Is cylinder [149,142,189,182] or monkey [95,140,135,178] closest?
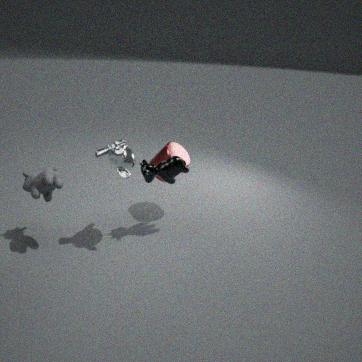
monkey [95,140,135,178]
